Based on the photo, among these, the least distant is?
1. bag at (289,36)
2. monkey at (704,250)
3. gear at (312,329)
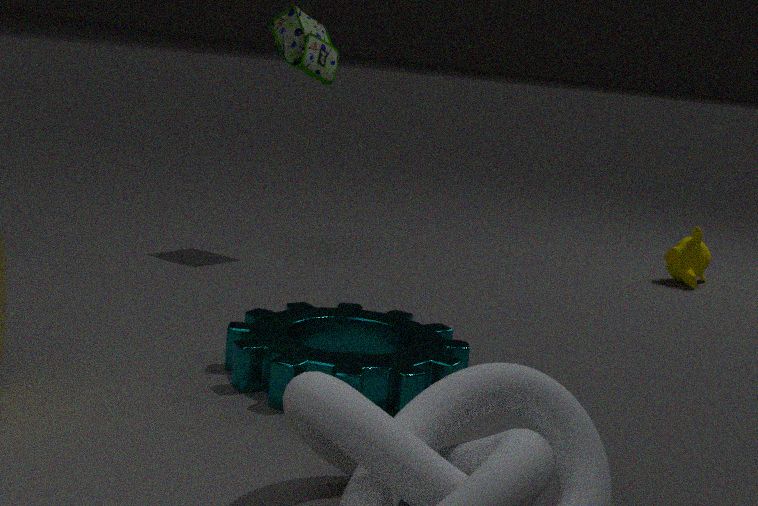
gear at (312,329)
